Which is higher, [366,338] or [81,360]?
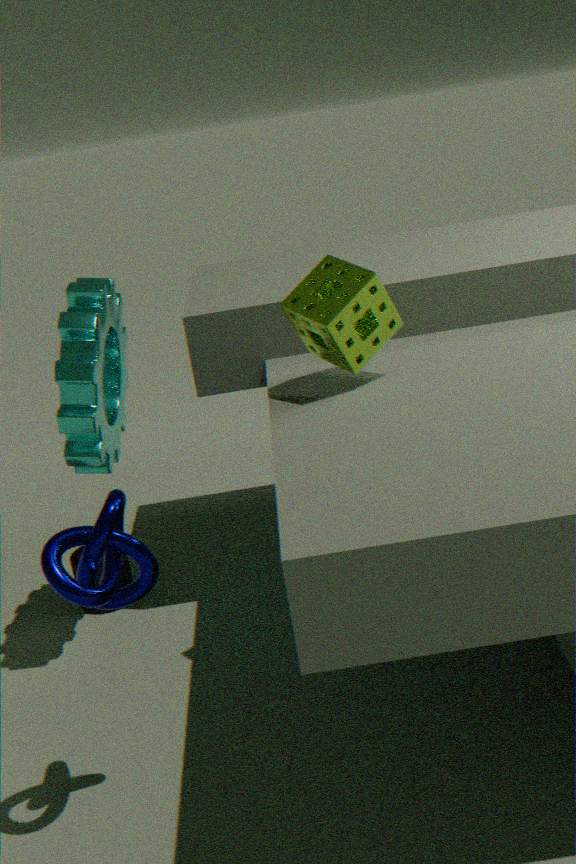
[366,338]
